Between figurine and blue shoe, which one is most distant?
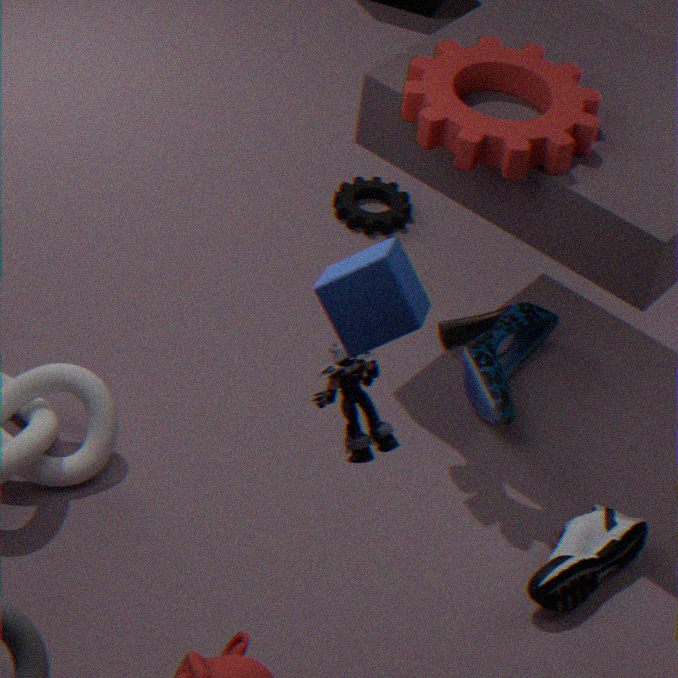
blue shoe
